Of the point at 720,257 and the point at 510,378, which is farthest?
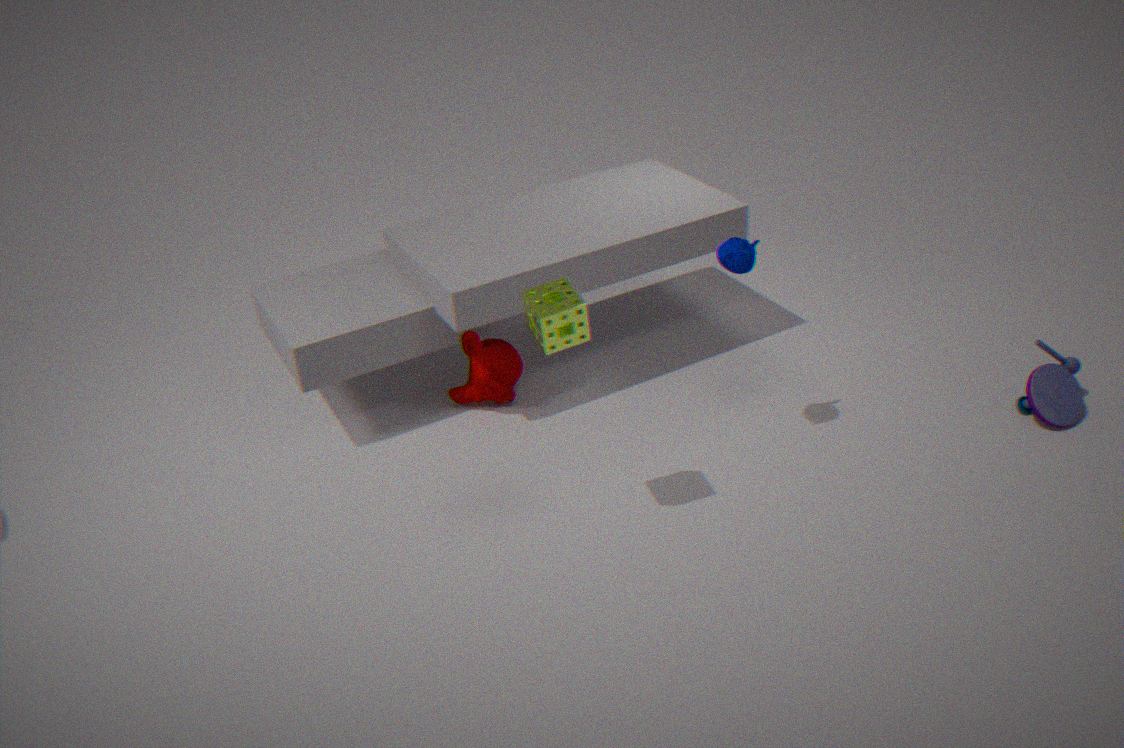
the point at 510,378
